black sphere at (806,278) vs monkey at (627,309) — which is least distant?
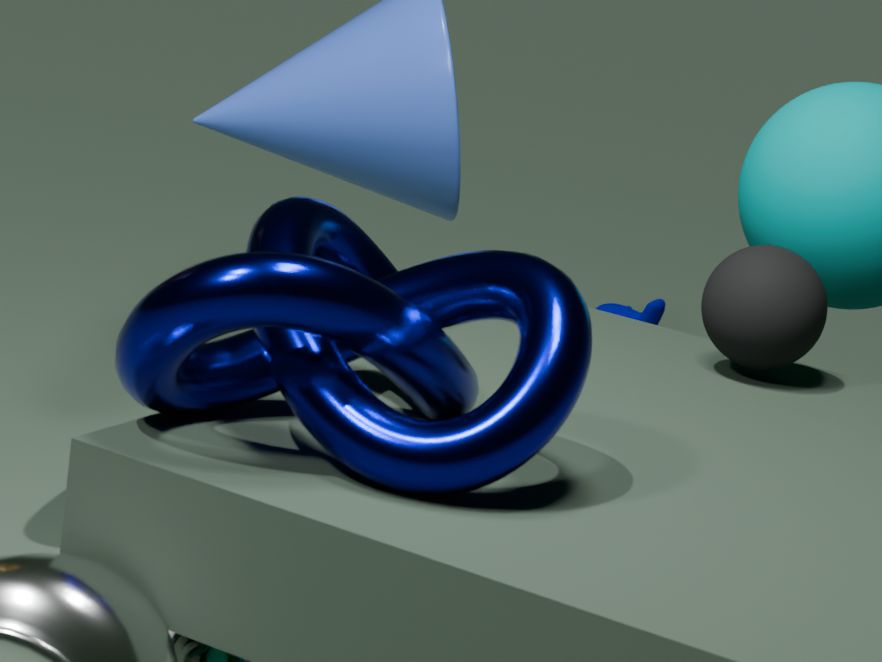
black sphere at (806,278)
